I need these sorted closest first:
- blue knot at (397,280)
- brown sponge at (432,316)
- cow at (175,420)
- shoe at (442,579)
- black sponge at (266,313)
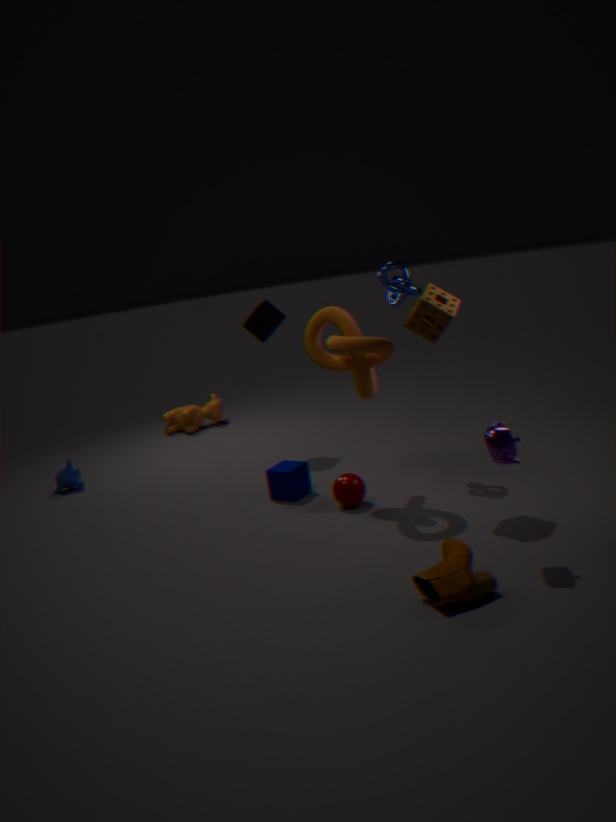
shoe at (442,579)
brown sponge at (432,316)
blue knot at (397,280)
black sponge at (266,313)
cow at (175,420)
